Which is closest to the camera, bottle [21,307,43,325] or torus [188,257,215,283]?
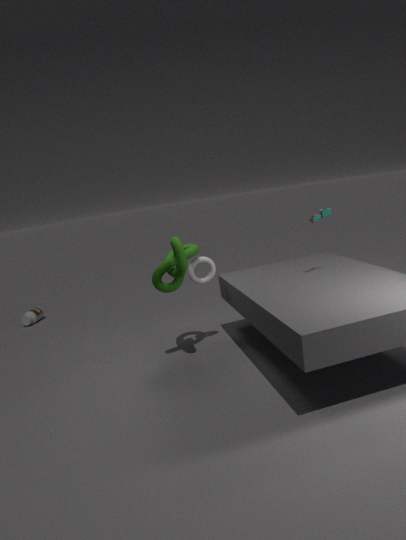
torus [188,257,215,283]
